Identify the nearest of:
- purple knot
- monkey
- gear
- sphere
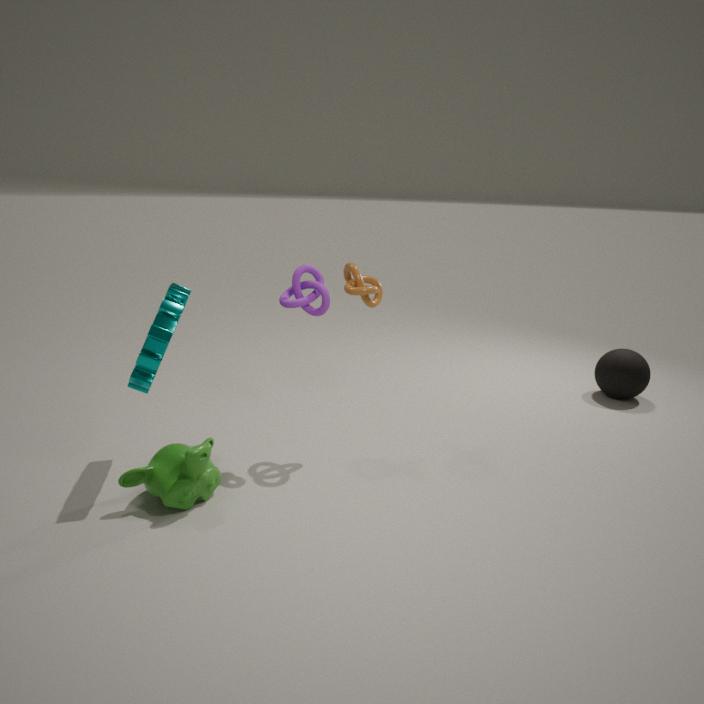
monkey
